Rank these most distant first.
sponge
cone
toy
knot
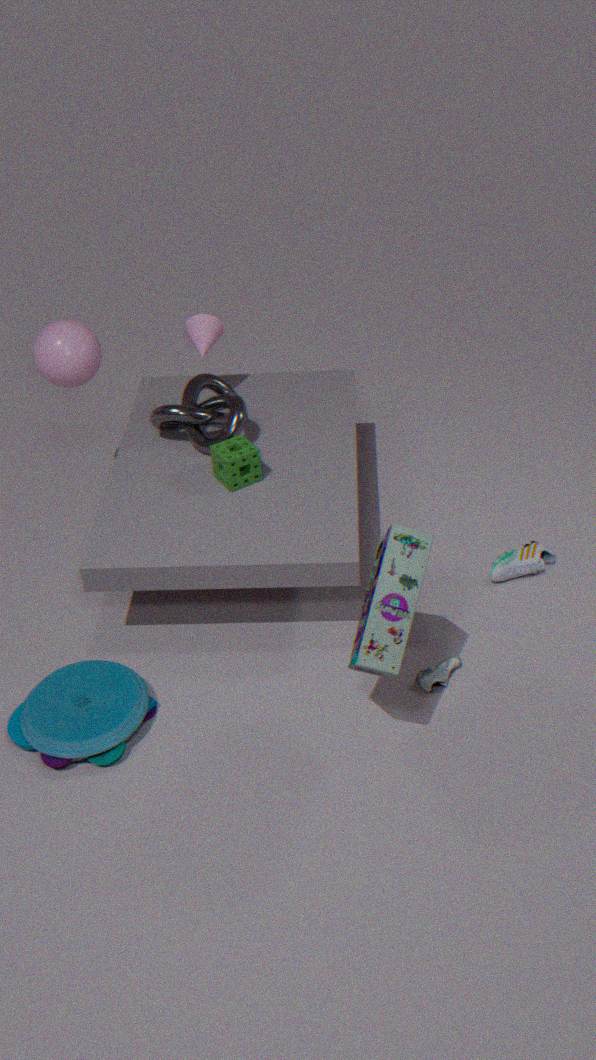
1. cone
2. knot
3. sponge
4. toy
